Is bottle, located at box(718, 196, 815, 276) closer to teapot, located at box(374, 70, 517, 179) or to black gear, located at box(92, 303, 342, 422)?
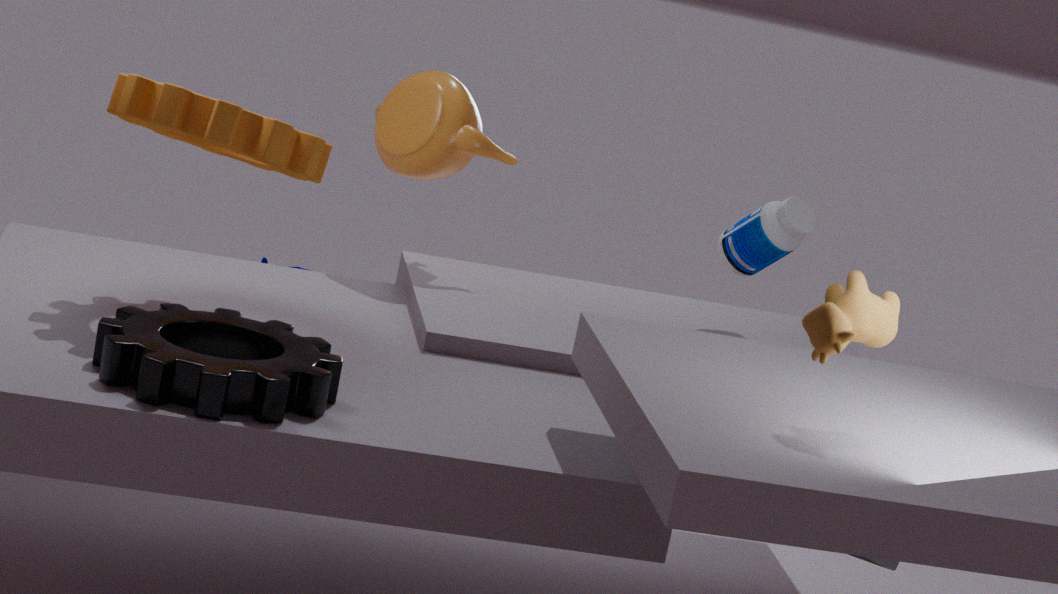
teapot, located at box(374, 70, 517, 179)
